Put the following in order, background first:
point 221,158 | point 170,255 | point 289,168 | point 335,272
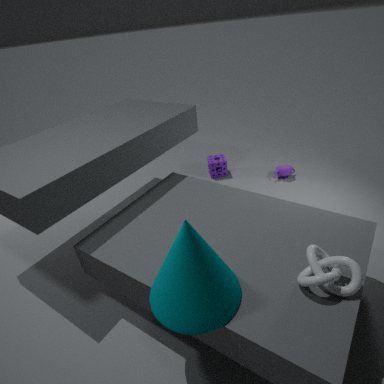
1. point 221,158
2. point 289,168
3. point 335,272
4. point 170,255
